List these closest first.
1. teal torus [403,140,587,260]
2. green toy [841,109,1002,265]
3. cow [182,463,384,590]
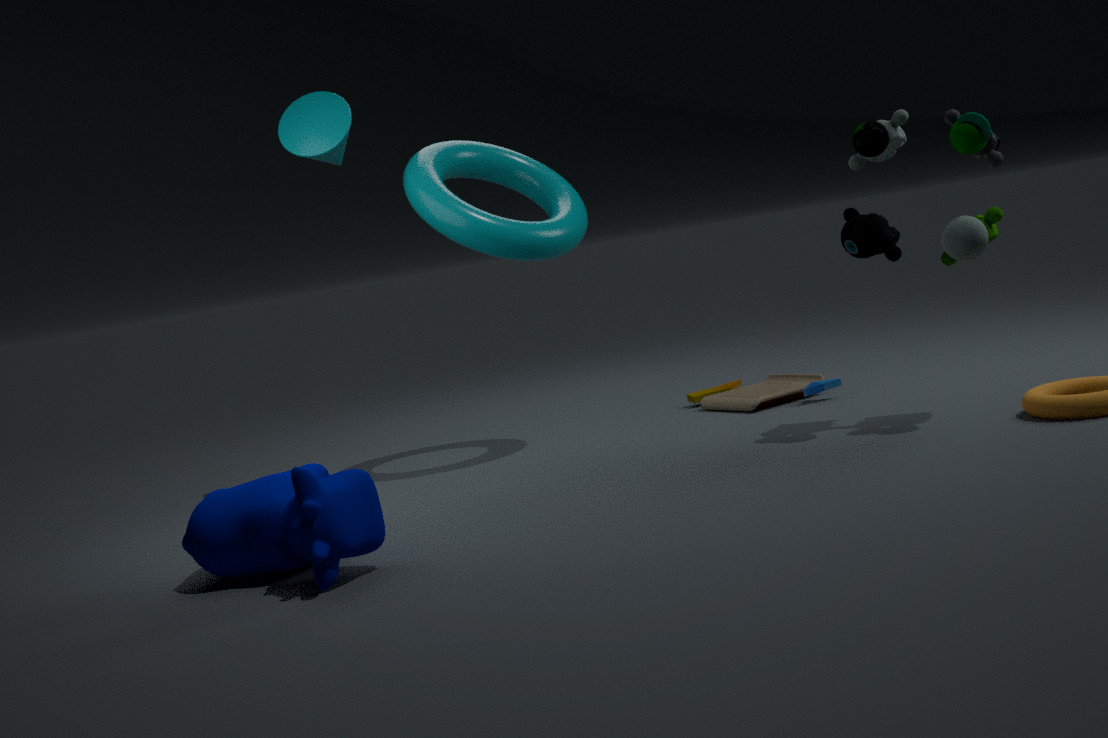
cow [182,463,384,590]
green toy [841,109,1002,265]
teal torus [403,140,587,260]
